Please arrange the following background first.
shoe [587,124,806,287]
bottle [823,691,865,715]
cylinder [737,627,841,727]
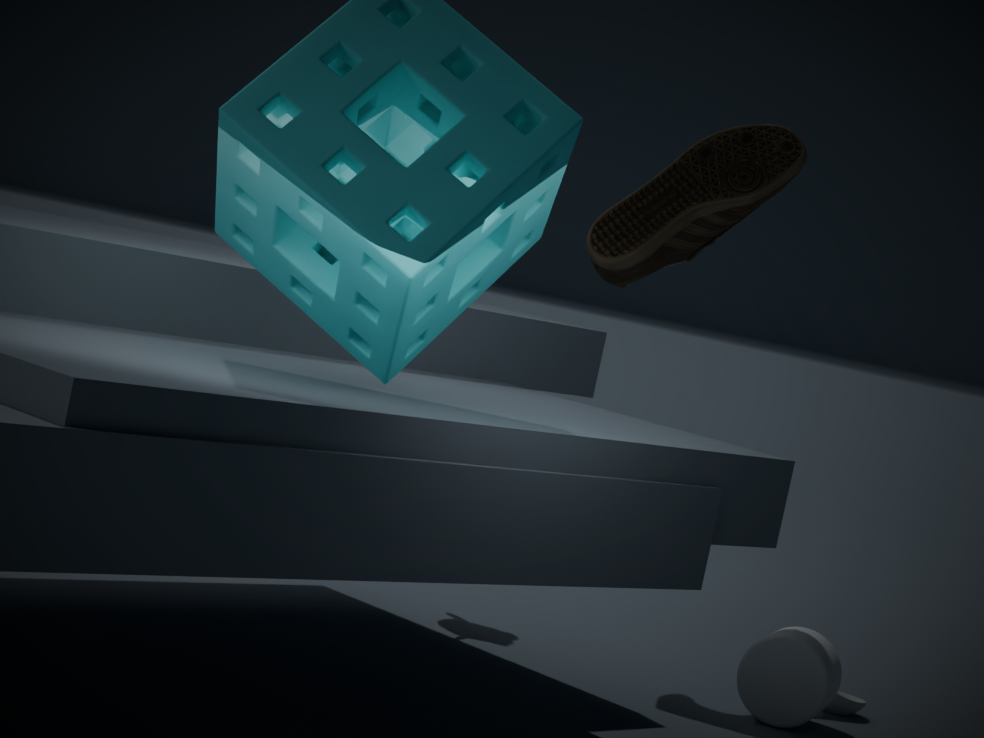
shoe [587,124,806,287] < bottle [823,691,865,715] < cylinder [737,627,841,727]
